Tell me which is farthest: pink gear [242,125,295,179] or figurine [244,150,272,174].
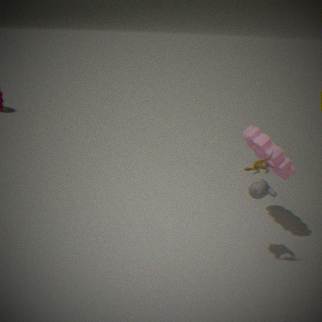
pink gear [242,125,295,179]
